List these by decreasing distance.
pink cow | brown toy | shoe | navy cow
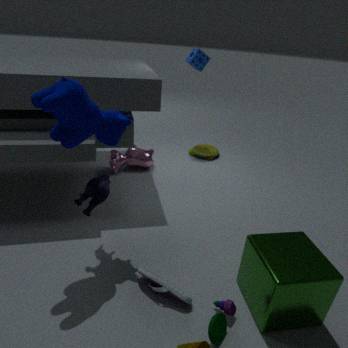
brown toy
pink cow
shoe
navy cow
